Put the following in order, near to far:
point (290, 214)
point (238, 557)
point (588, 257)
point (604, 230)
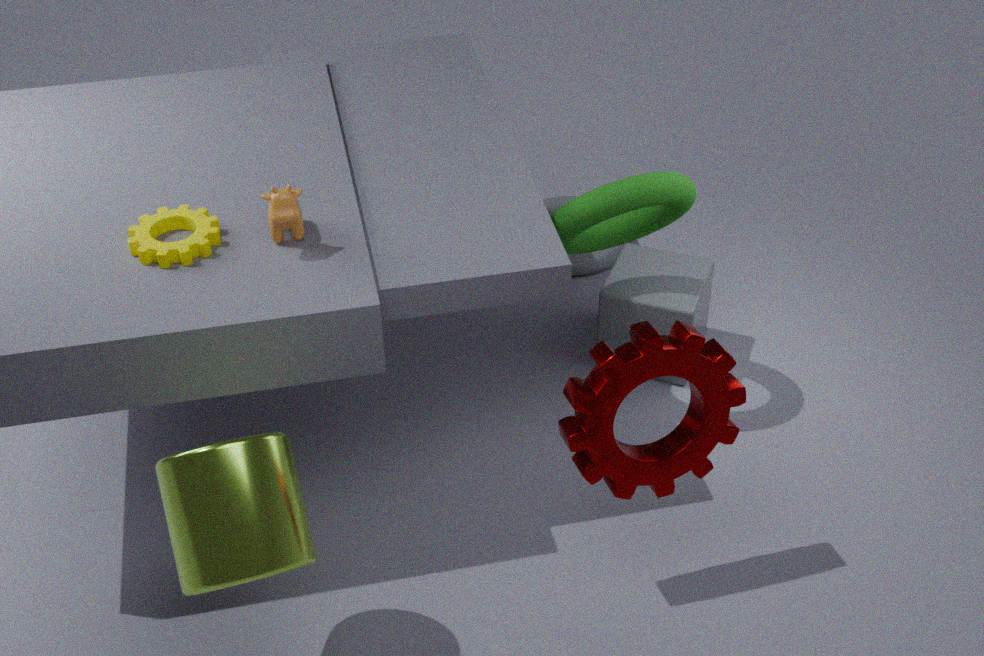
point (238, 557)
point (290, 214)
point (604, 230)
point (588, 257)
